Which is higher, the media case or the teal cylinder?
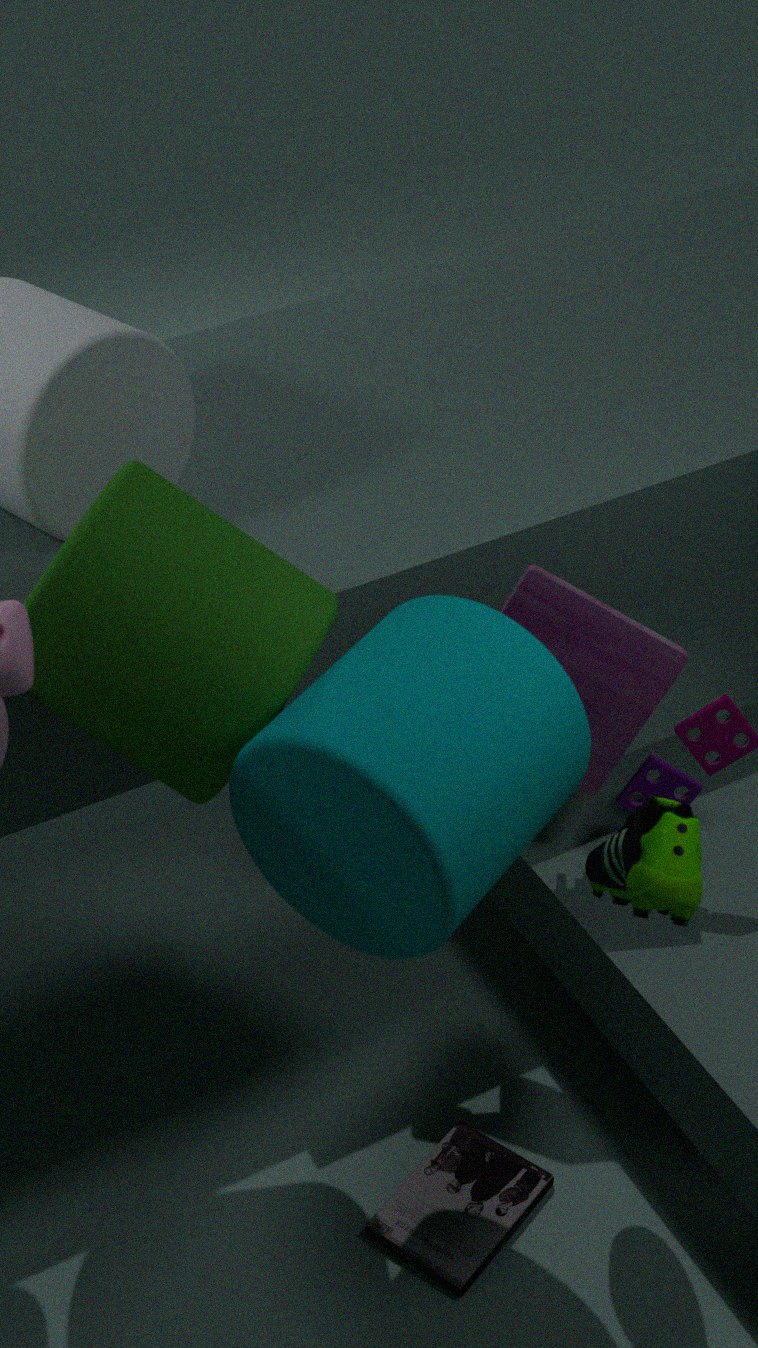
the teal cylinder
